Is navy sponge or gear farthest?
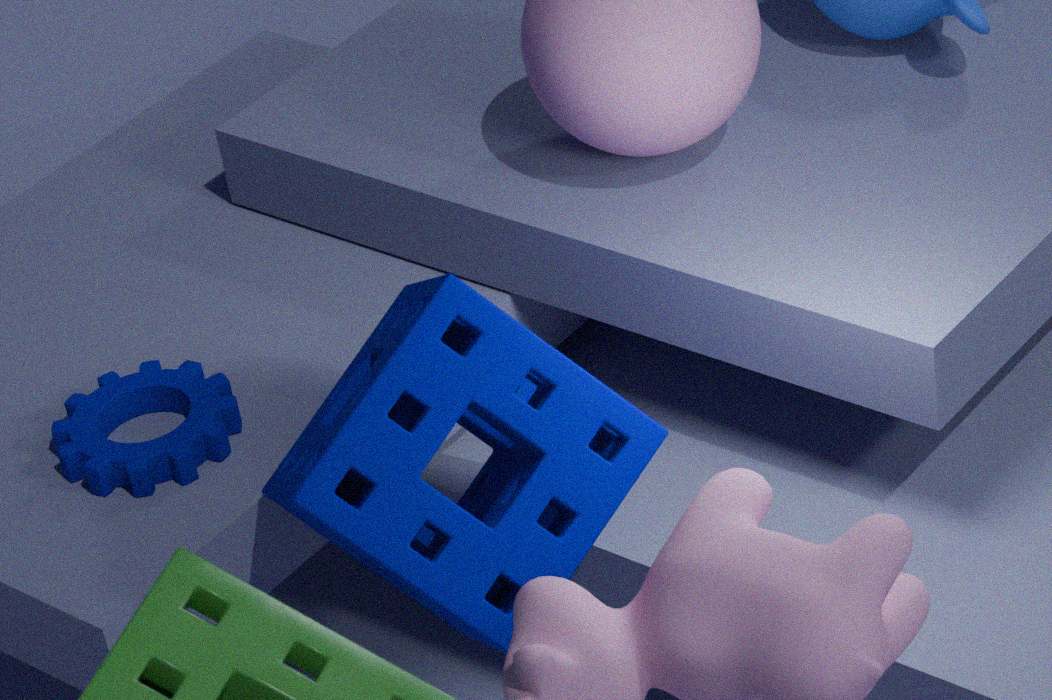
gear
